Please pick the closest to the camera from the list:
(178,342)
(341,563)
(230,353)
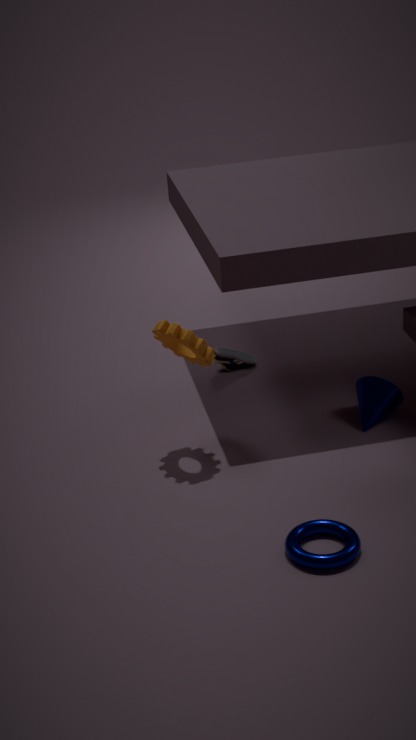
(341,563)
